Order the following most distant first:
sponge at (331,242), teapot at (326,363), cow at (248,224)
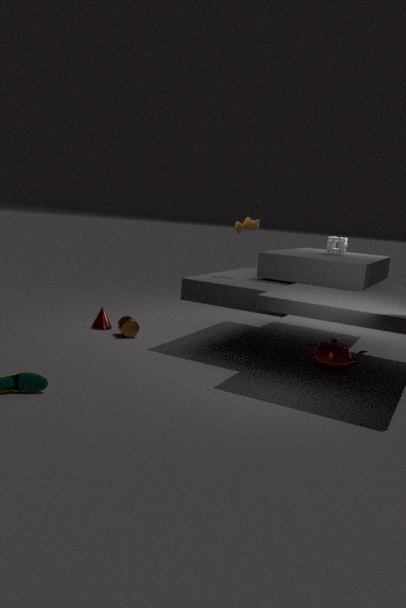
sponge at (331,242) < cow at (248,224) < teapot at (326,363)
